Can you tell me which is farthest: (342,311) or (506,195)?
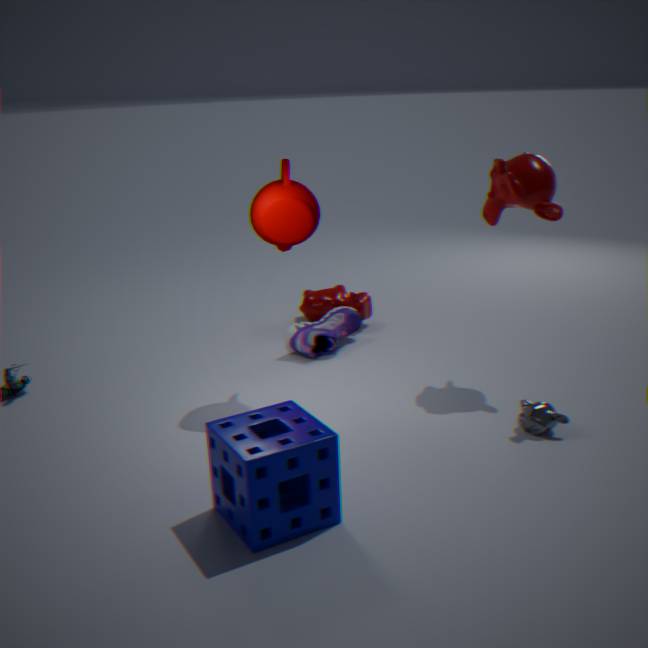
(342,311)
